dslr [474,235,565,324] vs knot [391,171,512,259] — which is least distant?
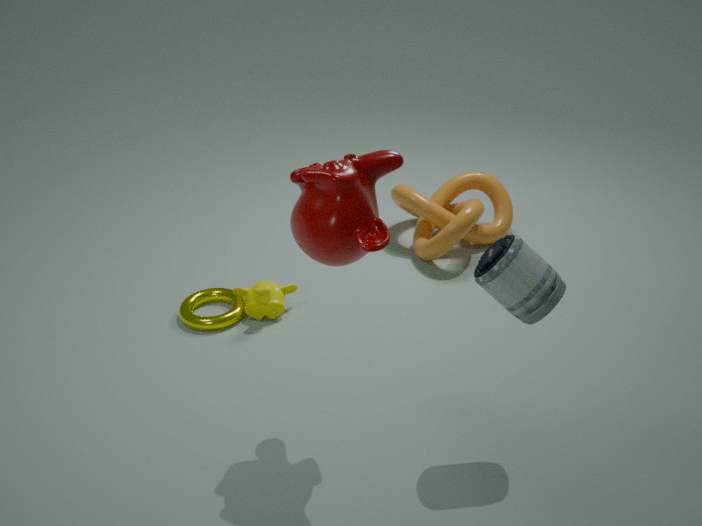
→ dslr [474,235,565,324]
